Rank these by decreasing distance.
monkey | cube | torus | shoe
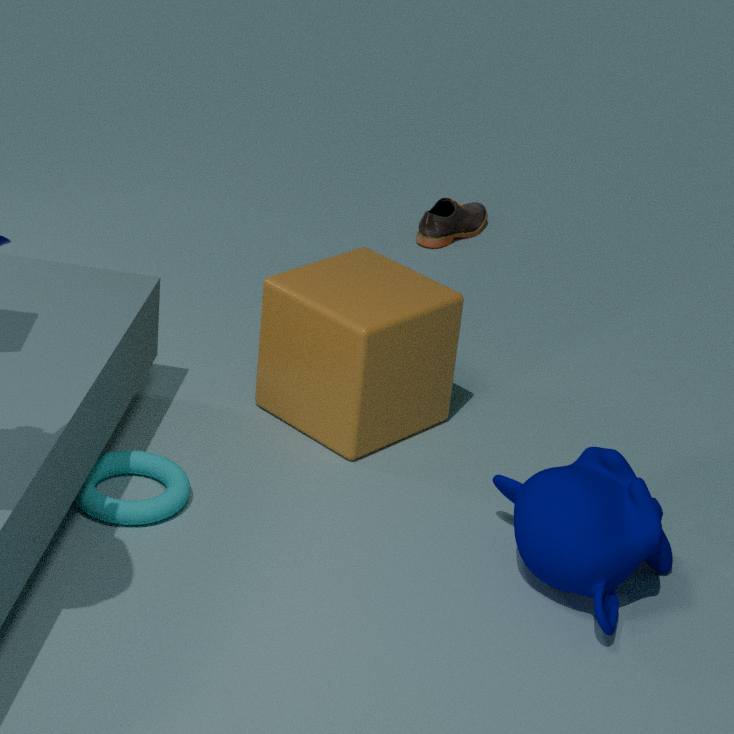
1. shoe
2. cube
3. torus
4. monkey
